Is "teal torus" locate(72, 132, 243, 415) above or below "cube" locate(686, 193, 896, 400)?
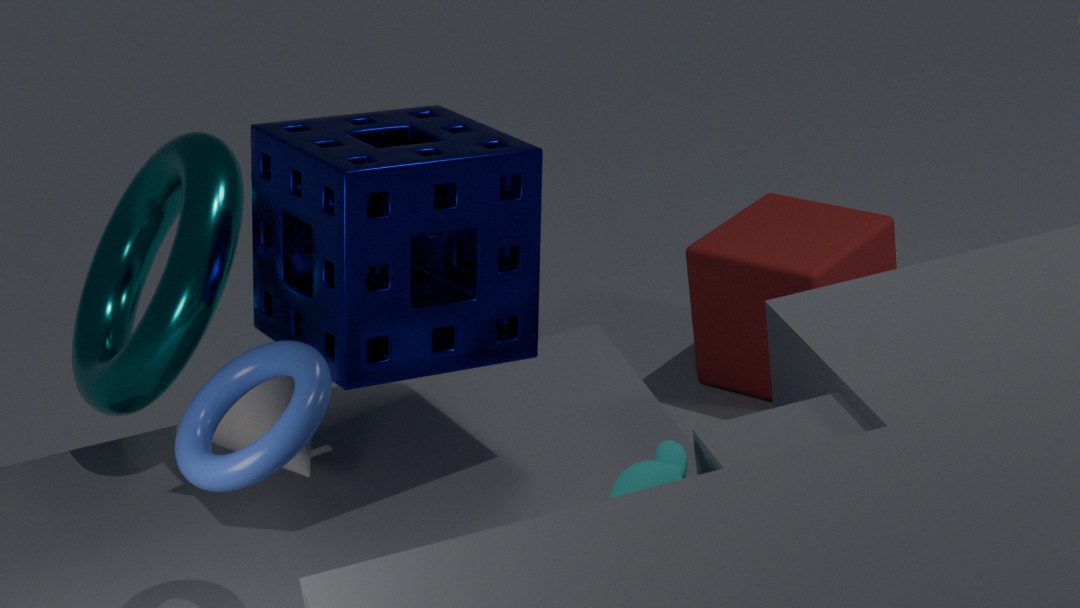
above
